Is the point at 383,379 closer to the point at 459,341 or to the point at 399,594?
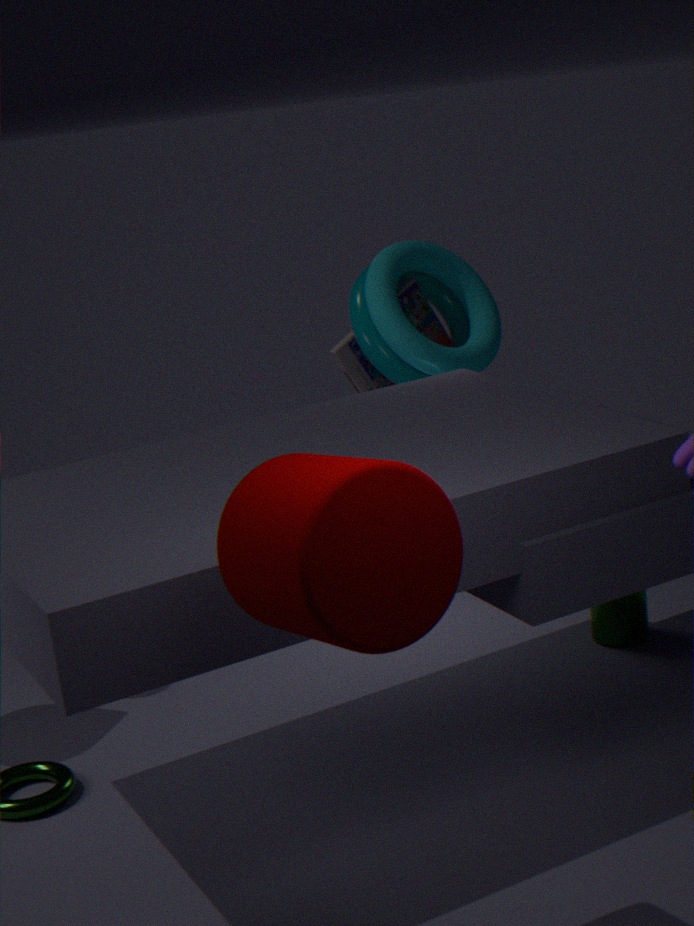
the point at 459,341
